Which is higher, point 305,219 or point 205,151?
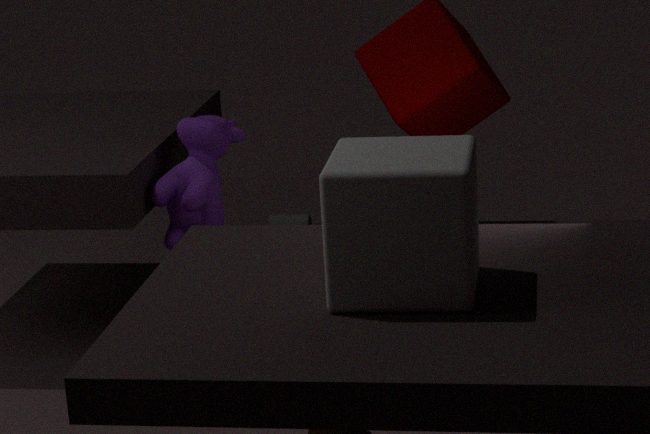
point 205,151
